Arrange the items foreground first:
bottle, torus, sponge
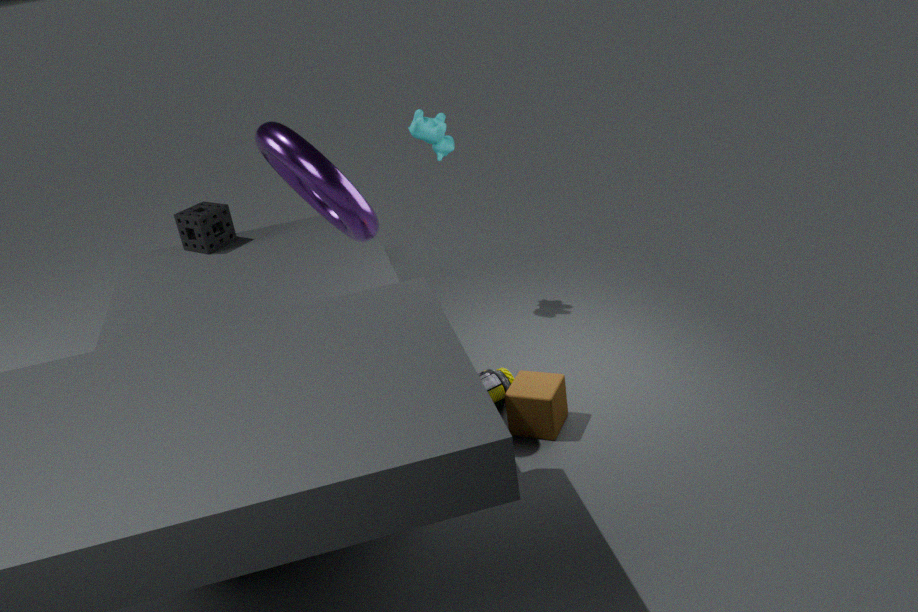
1. torus
2. bottle
3. sponge
